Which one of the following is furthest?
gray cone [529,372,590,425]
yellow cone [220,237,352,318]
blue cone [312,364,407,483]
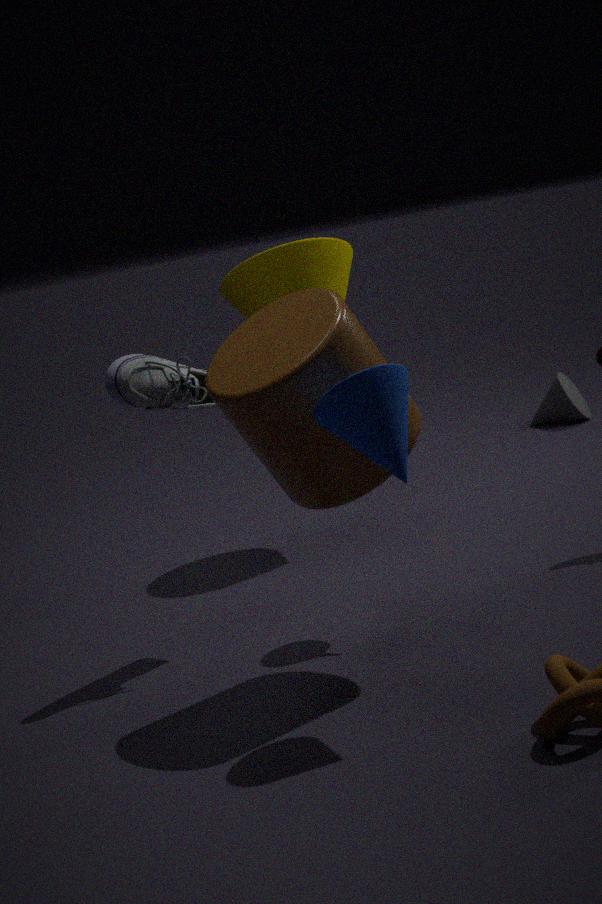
gray cone [529,372,590,425]
